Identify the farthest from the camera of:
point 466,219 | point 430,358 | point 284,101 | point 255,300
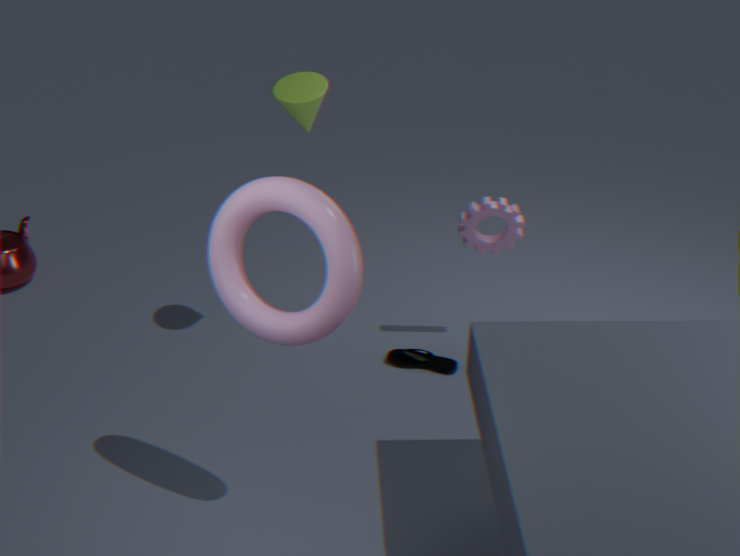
point 430,358
